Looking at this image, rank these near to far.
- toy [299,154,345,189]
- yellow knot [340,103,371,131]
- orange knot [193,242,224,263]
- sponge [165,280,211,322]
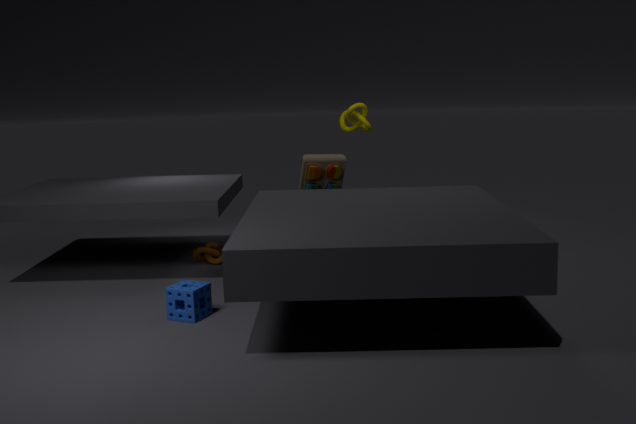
sponge [165,280,211,322], toy [299,154,345,189], orange knot [193,242,224,263], yellow knot [340,103,371,131]
